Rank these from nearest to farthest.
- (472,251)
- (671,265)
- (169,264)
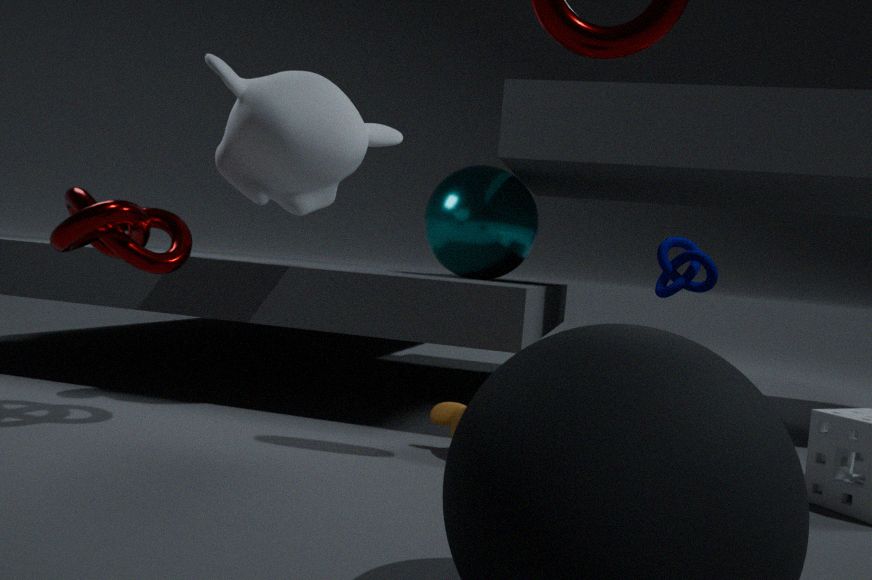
1. (169,264)
2. (472,251)
3. (671,265)
